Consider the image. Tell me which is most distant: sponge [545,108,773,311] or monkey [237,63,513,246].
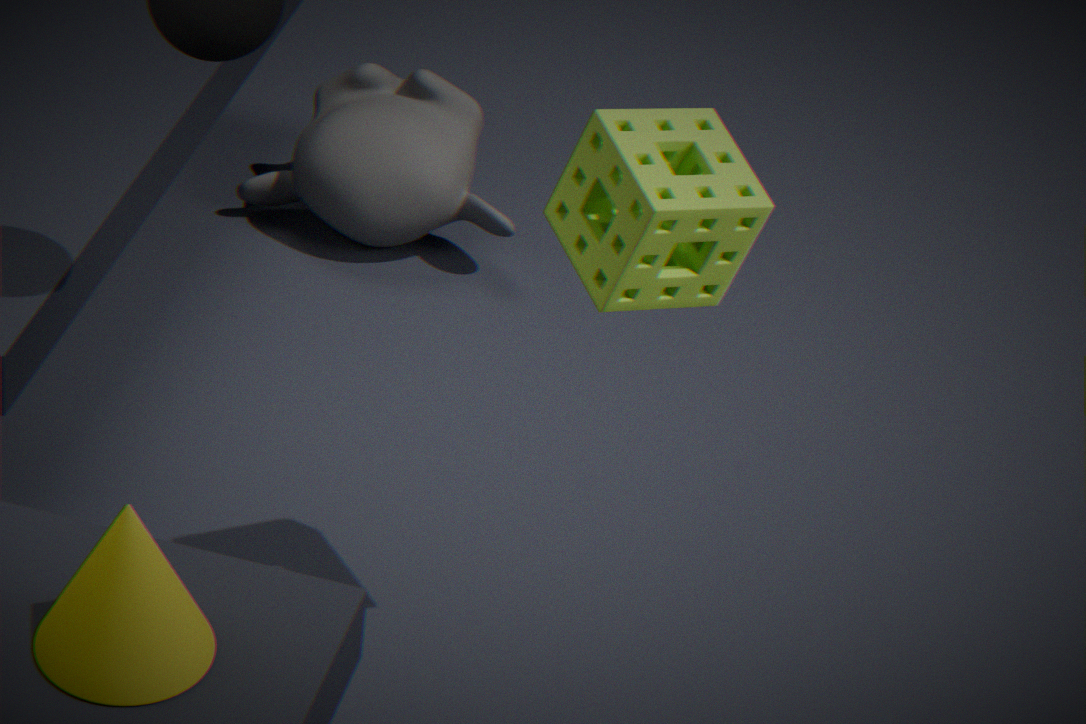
monkey [237,63,513,246]
